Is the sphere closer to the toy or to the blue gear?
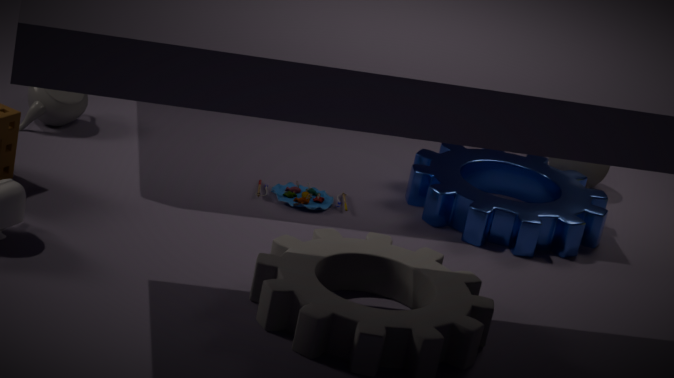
the blue gear
